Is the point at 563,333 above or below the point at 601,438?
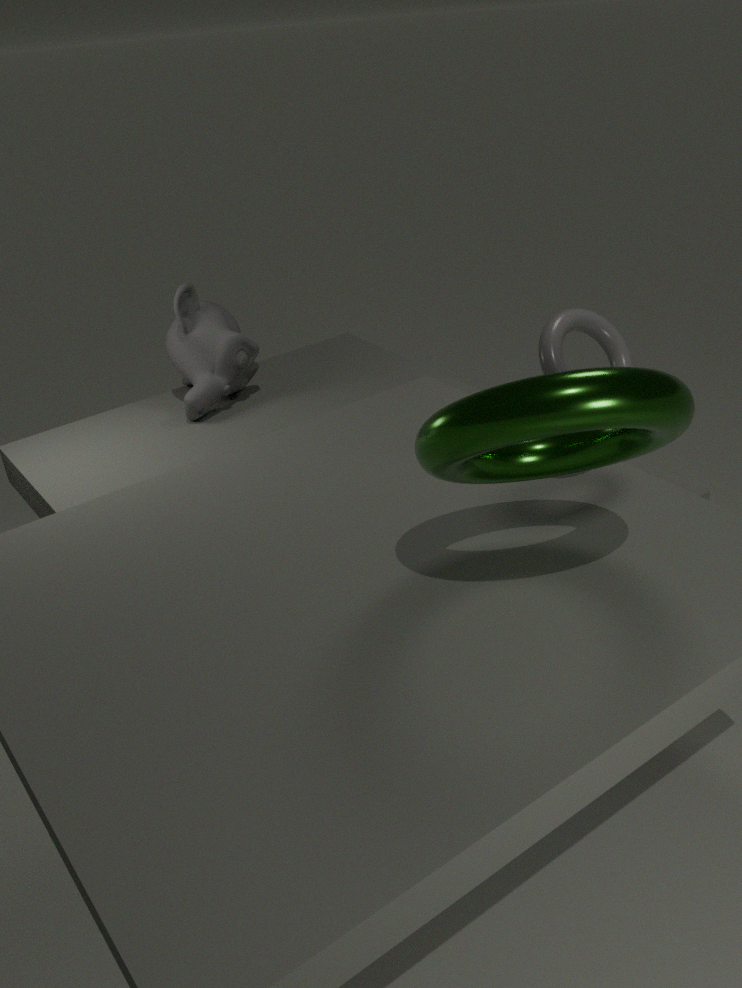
below
